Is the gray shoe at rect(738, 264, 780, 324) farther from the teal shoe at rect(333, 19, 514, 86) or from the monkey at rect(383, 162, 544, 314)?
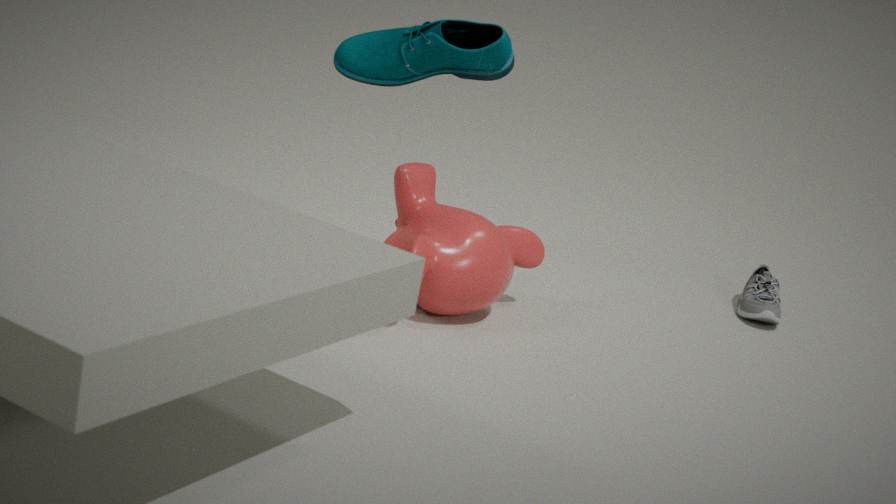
the teal shoe at rect(333, 19, 514, 86)
